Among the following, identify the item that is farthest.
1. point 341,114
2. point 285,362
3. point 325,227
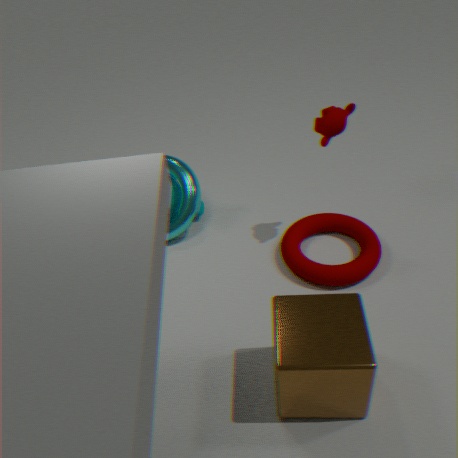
point 325,227
